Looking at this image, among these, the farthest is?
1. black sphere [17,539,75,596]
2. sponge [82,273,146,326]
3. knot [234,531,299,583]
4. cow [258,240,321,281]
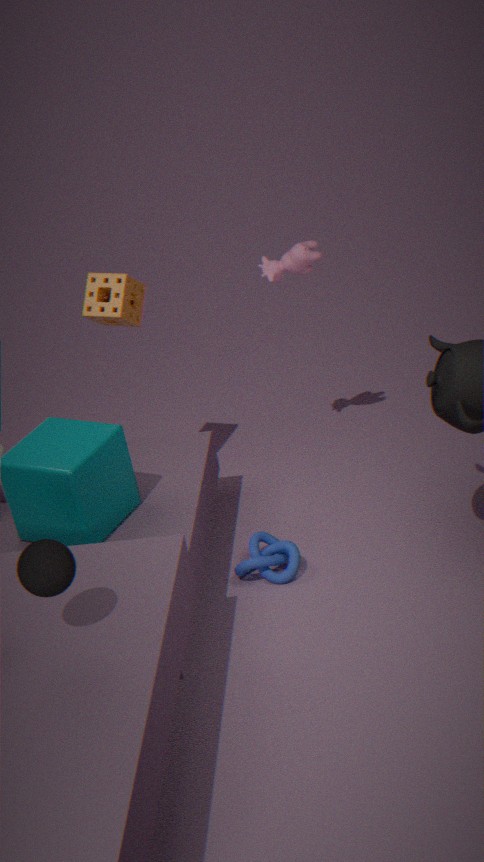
cow [258,240,321,281]
